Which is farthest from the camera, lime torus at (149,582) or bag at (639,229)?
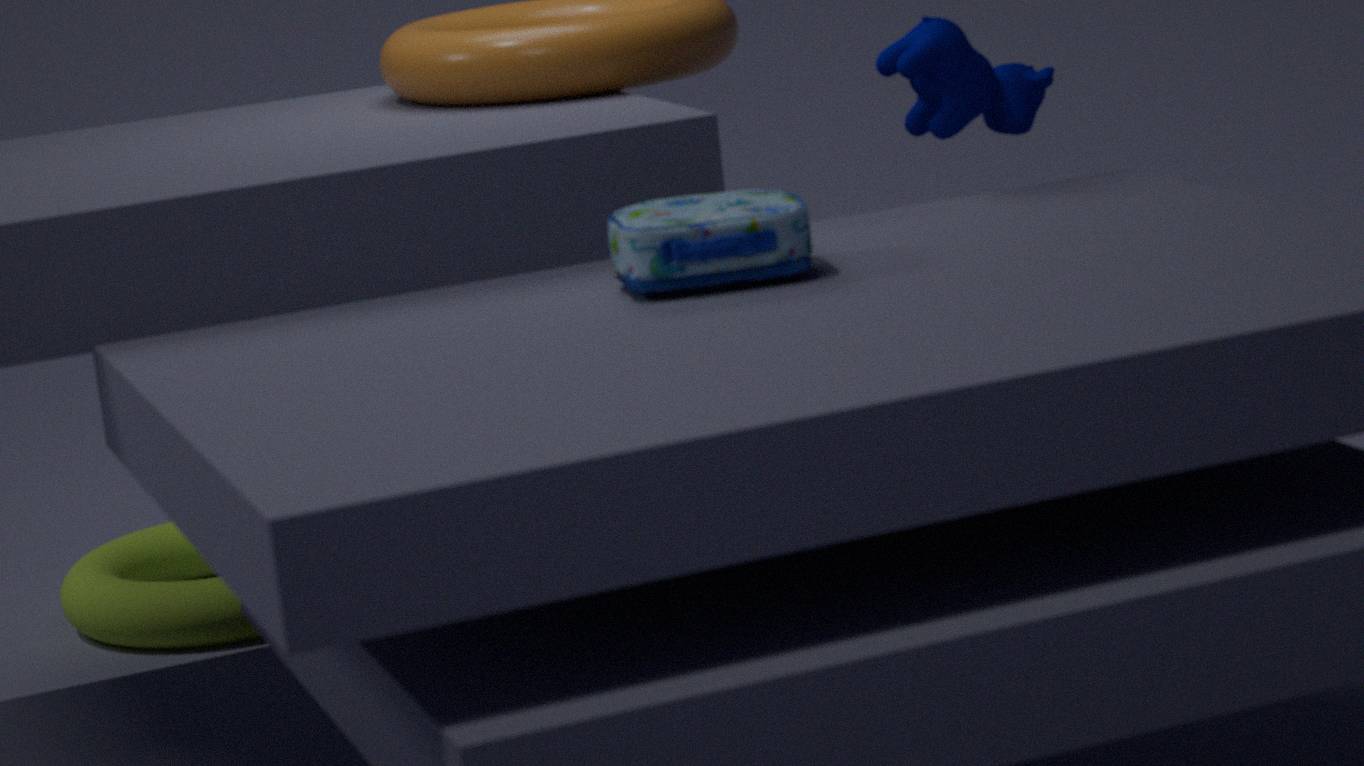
lime torus at (149,582)
